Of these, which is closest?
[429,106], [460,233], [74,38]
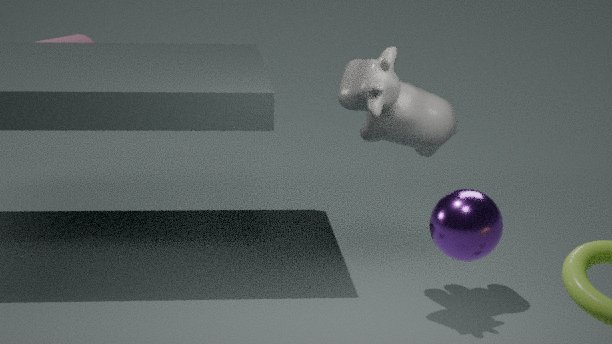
[460,233]
